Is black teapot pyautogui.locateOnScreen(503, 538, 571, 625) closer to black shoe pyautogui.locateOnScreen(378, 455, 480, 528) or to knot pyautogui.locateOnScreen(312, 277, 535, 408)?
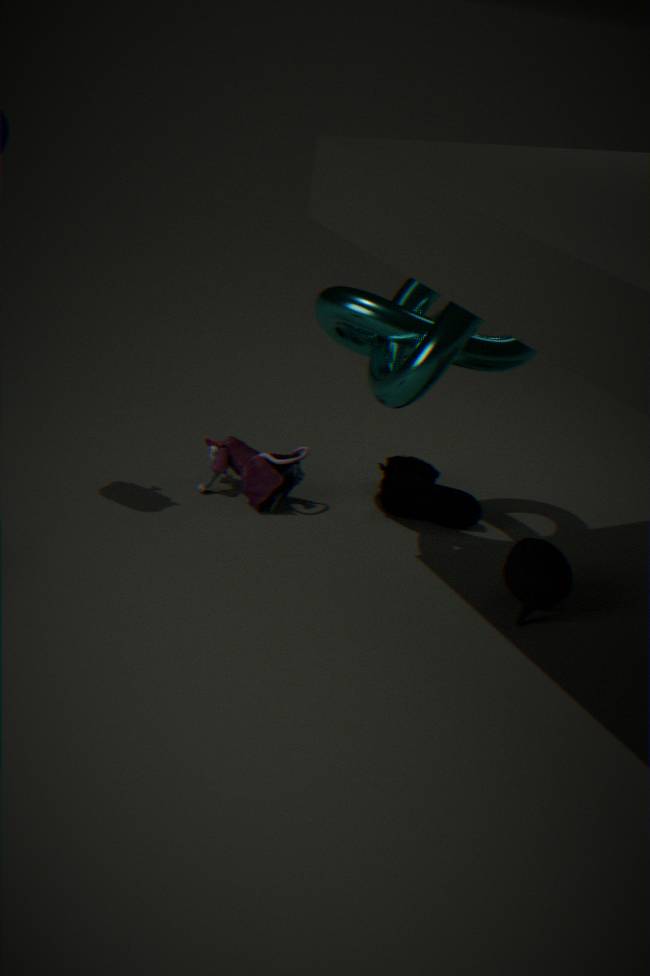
black shoe pyautogui.locateOnScreen(378, 455, 480, 528)
